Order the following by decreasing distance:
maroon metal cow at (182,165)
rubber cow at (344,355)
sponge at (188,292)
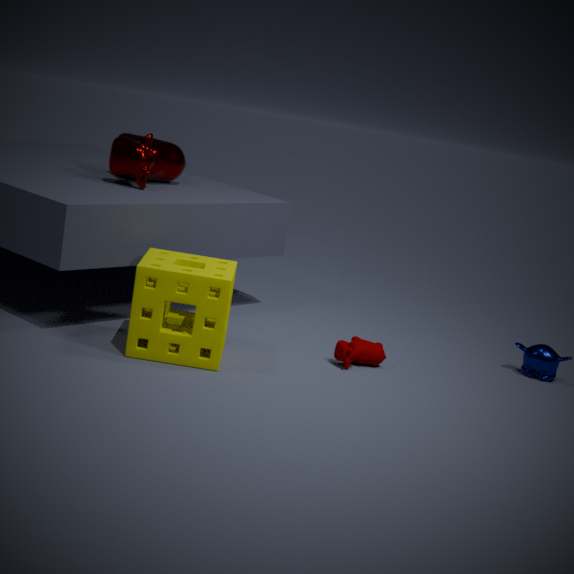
maroon metal cow at (182,165) < rubber cow at (344,355) < sponge at (188,292)
